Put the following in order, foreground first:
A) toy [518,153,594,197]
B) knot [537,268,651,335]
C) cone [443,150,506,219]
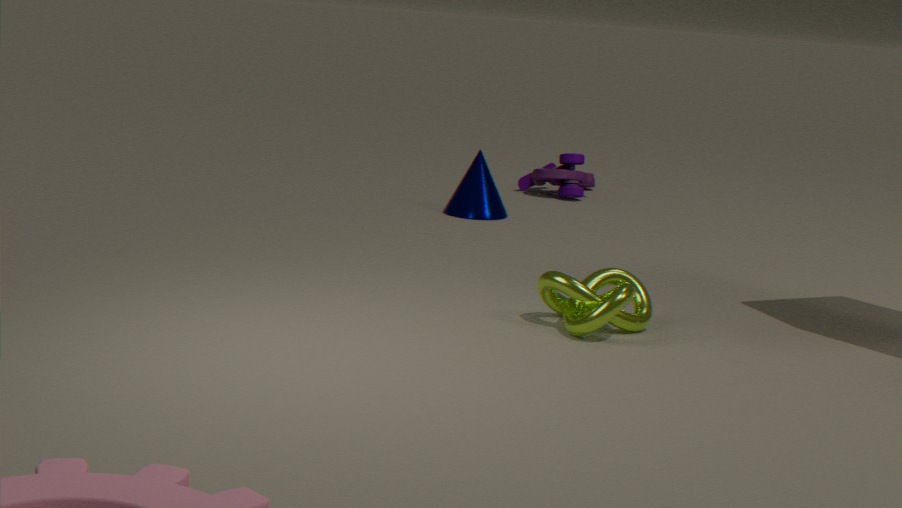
knot [537,268,651,335] → cone [443,150,506,219] → toy [518,153,594,197]
